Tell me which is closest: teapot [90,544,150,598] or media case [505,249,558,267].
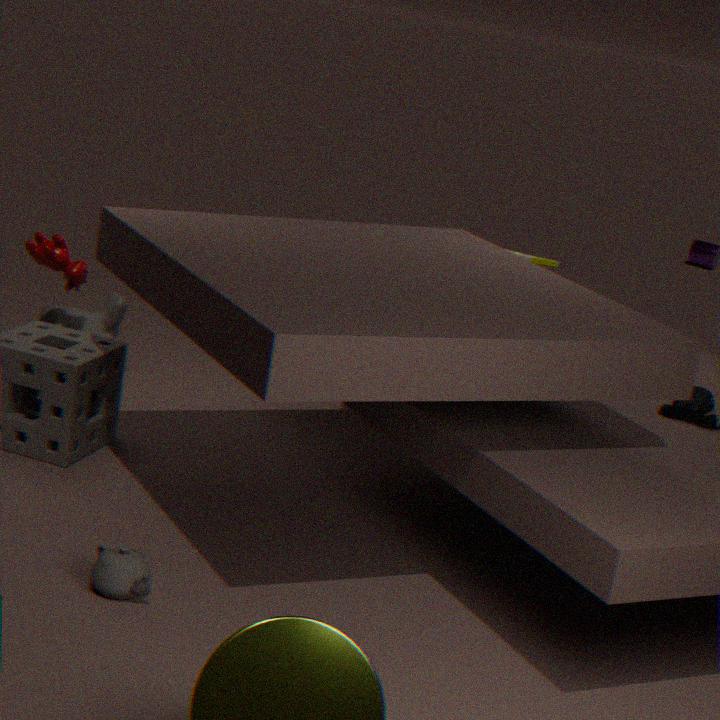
teapot [90,544,150,598]
